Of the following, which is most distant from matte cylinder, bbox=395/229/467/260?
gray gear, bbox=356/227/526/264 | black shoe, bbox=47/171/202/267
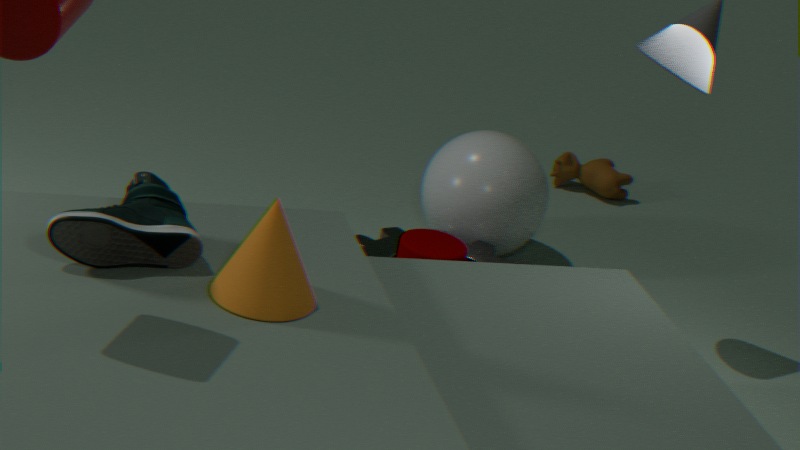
black shoe, bbox=47/171/202/267
